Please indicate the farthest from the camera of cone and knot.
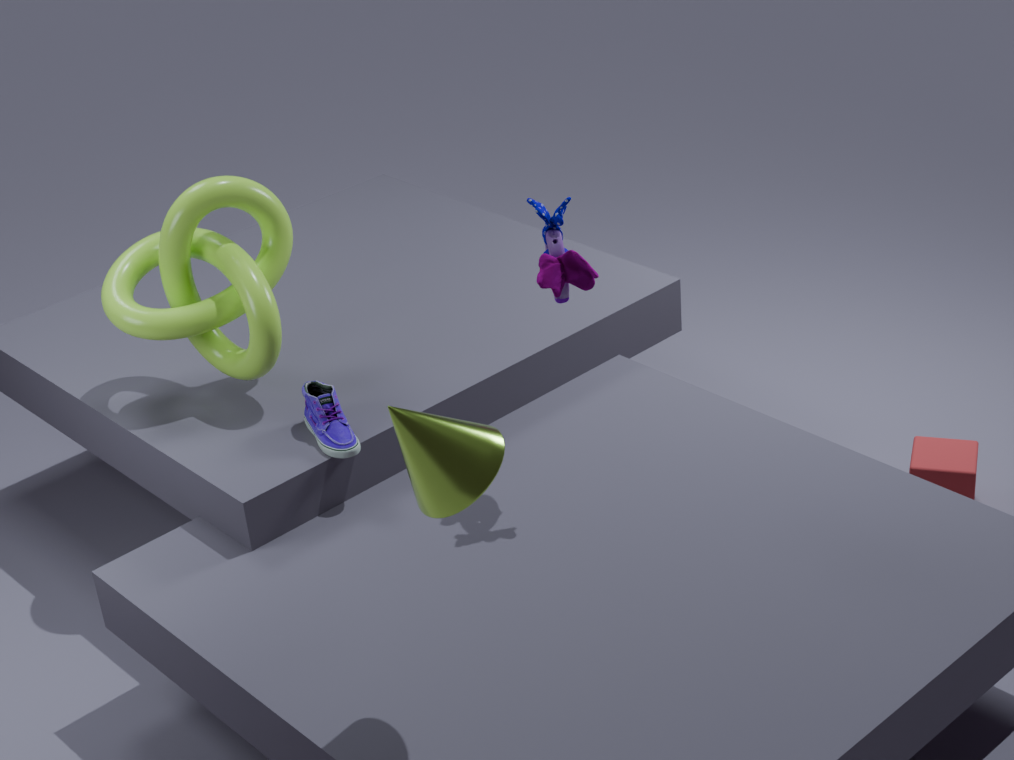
knot
